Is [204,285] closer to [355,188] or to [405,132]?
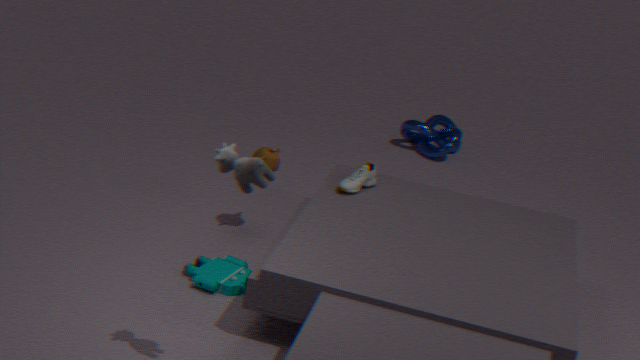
[355,188]
